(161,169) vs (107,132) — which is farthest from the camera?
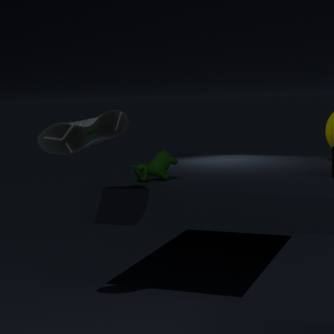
(161,169)
